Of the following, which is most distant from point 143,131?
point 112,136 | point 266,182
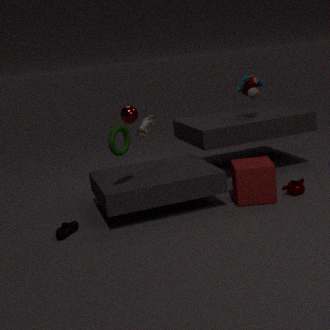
point 266,182
